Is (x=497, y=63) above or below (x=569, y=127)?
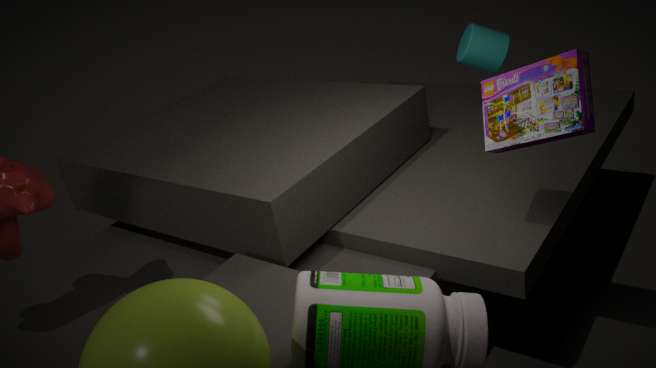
below
